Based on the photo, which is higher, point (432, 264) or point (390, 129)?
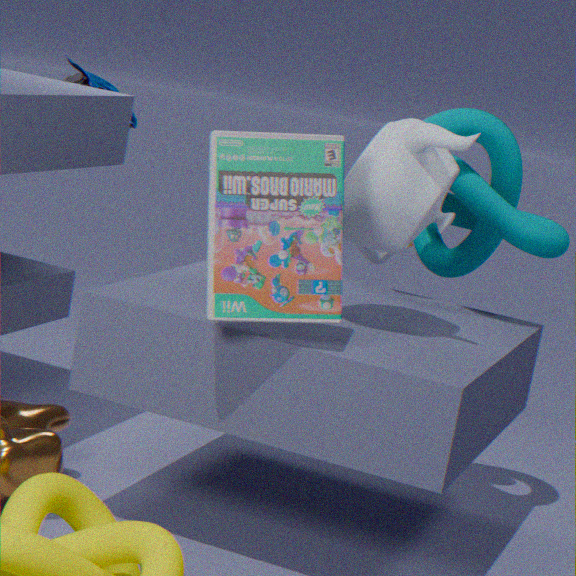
point (390, 129)
